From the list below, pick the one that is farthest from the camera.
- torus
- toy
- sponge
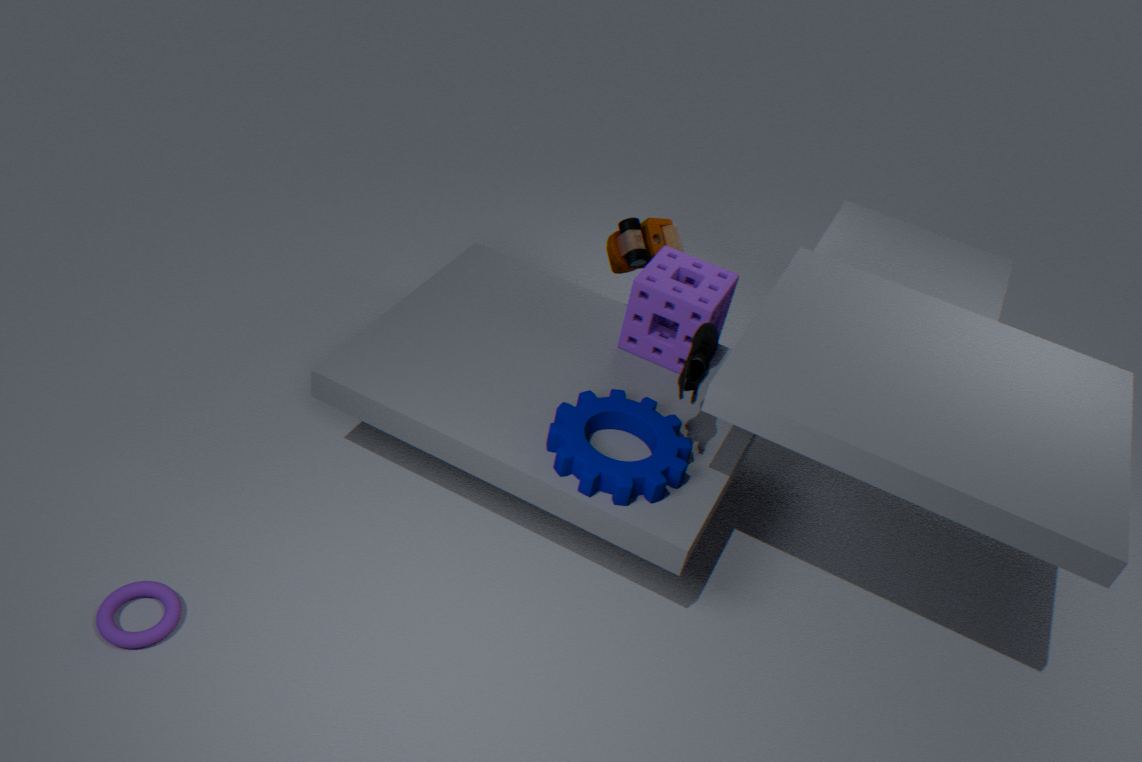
toy
